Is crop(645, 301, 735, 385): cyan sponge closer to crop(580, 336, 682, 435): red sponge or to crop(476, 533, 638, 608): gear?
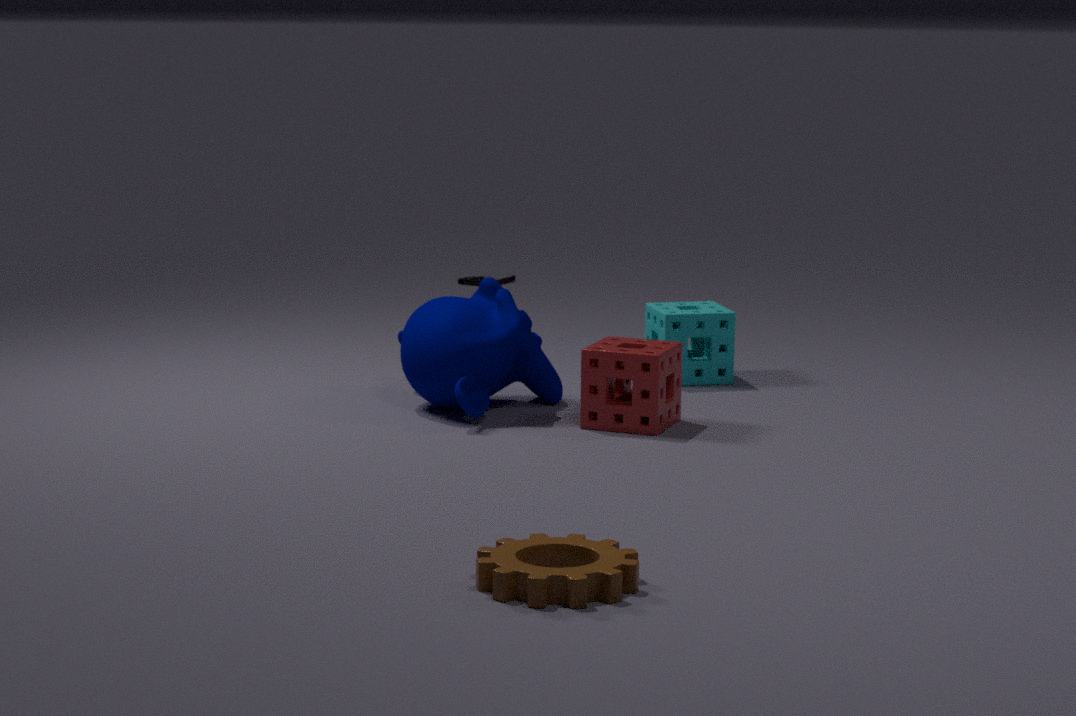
crop(580, 336, 682, 435): red sponge
